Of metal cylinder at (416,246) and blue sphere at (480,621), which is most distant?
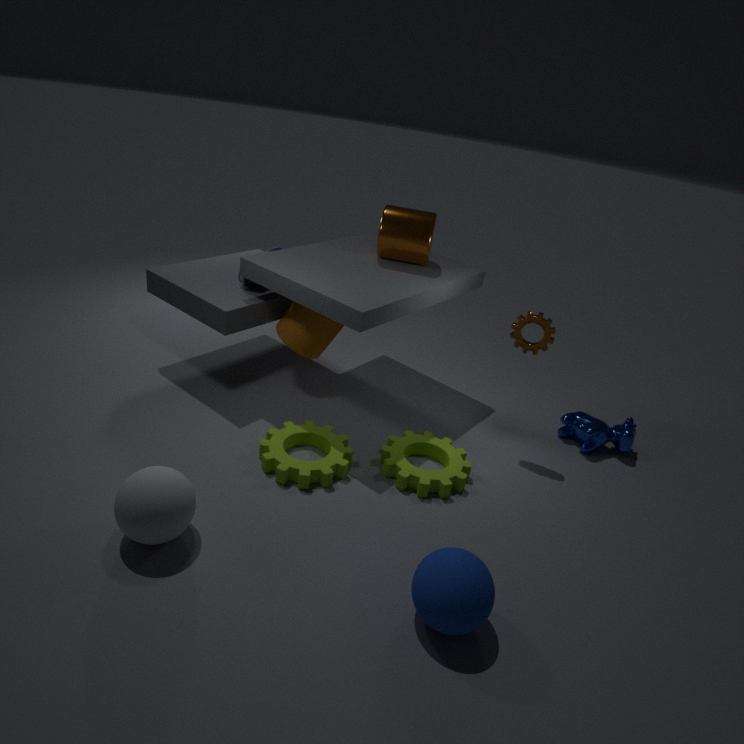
metal cylinder at (416,246)
